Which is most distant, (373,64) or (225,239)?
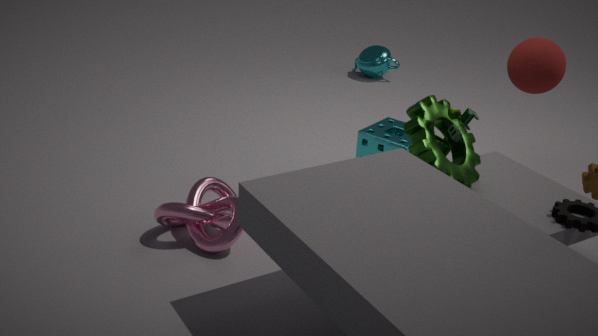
(373,64)
